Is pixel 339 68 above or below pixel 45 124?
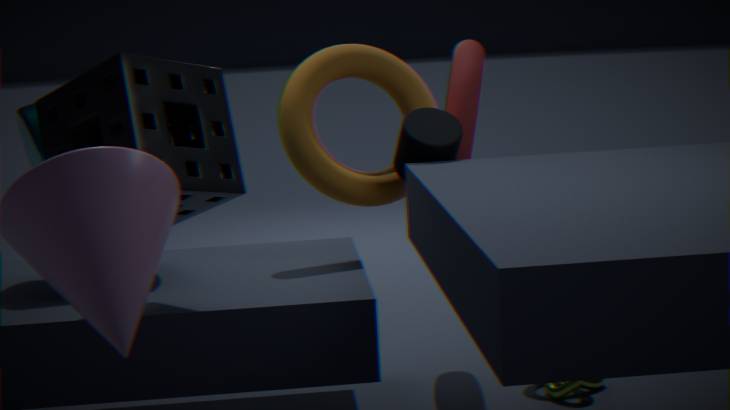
below
